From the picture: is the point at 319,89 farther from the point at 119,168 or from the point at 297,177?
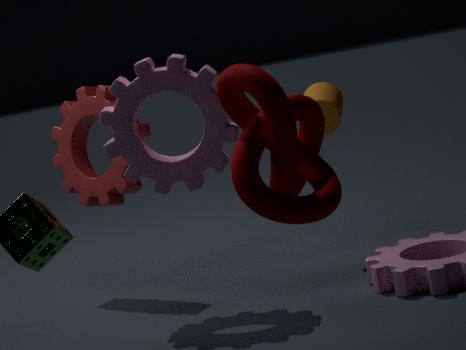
the point at 297,177
